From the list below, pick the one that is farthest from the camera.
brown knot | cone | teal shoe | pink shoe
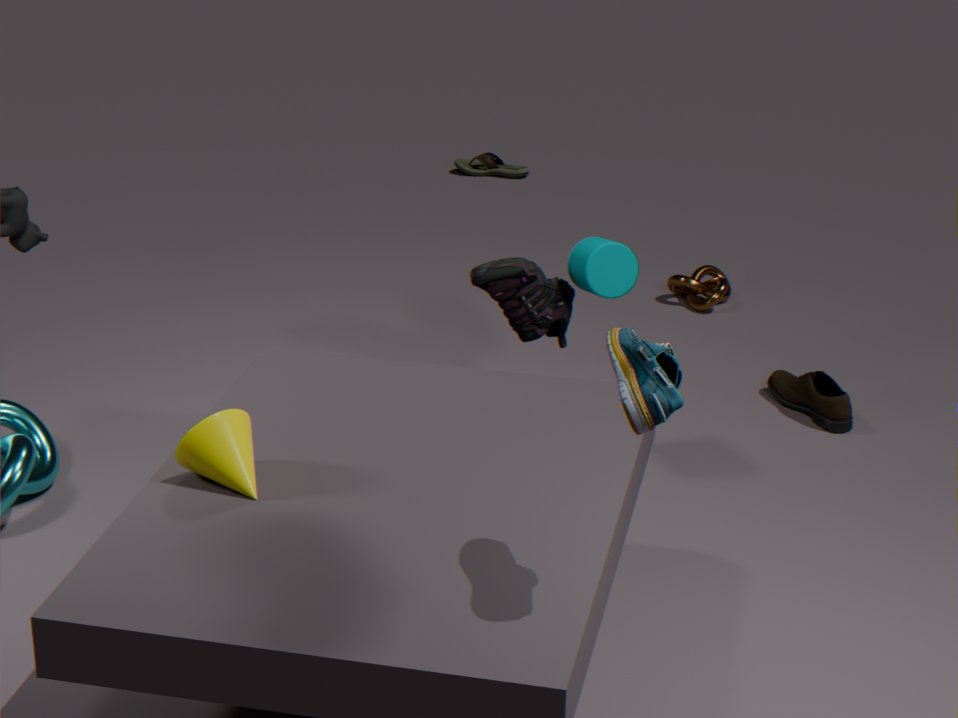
brown knot
